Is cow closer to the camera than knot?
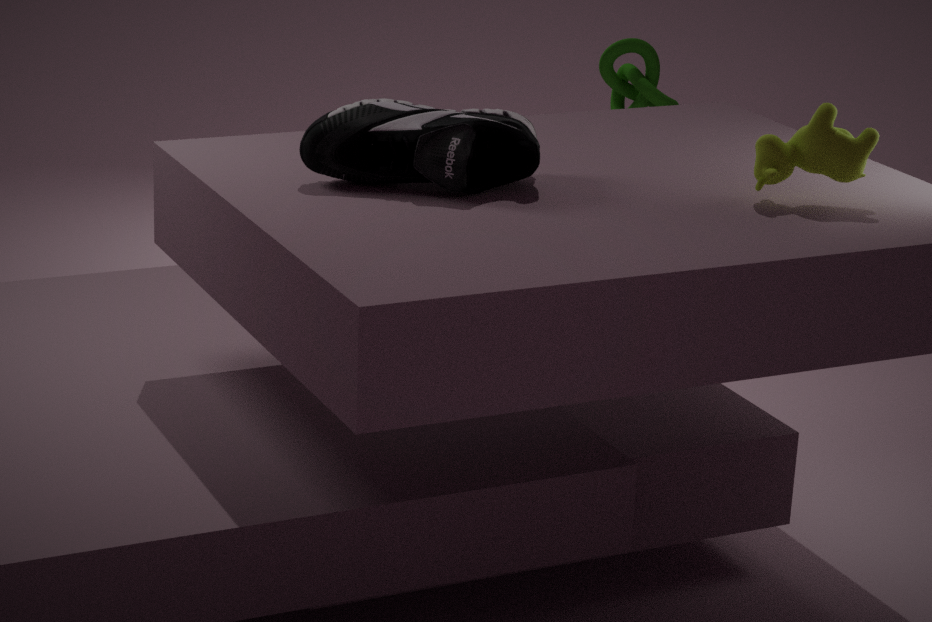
Yes
